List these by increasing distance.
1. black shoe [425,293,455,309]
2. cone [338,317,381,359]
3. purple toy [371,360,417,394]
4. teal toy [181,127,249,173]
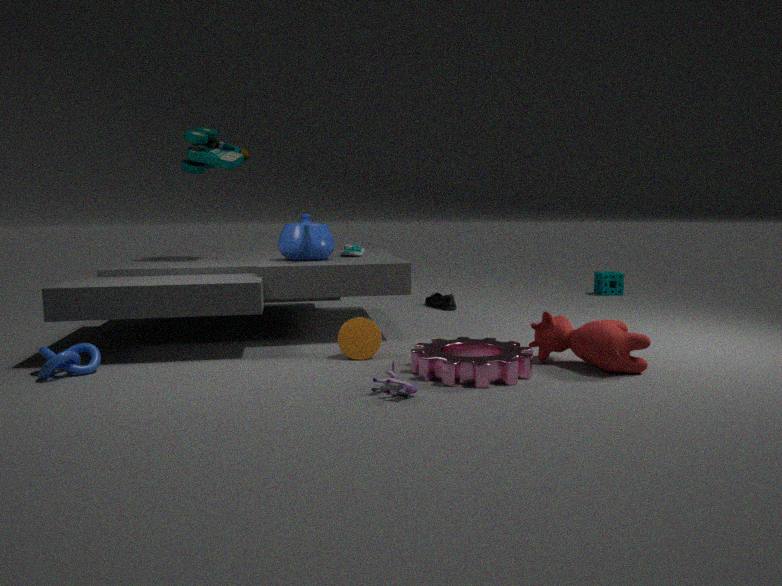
1. purple toy [371,360,417,394]
2. cone [338,317,381,359]
3. teal toy [181,127,249,173]
4. black shoe [425,293,455,309]
